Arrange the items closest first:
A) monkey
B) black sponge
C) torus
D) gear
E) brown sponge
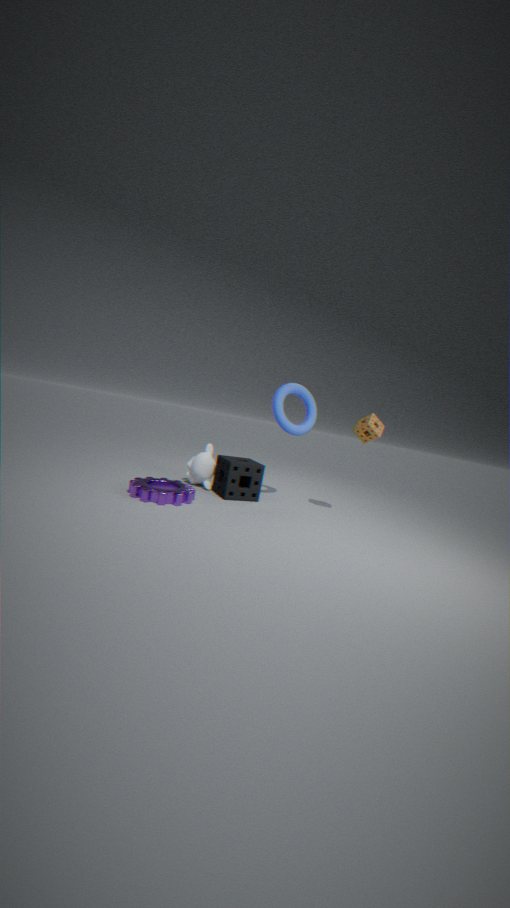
gear → black sponge → brown sponge → torus → monkey
